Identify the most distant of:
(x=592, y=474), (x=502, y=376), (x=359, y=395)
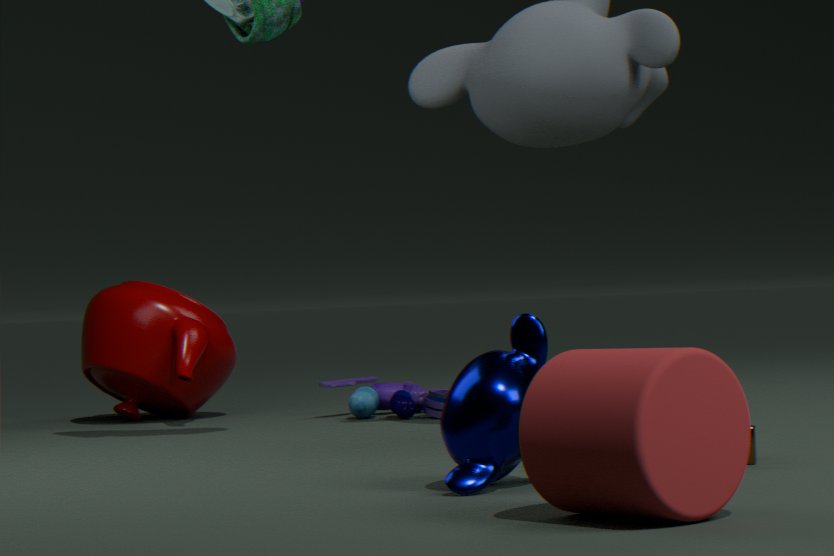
(x=359, y=395)
